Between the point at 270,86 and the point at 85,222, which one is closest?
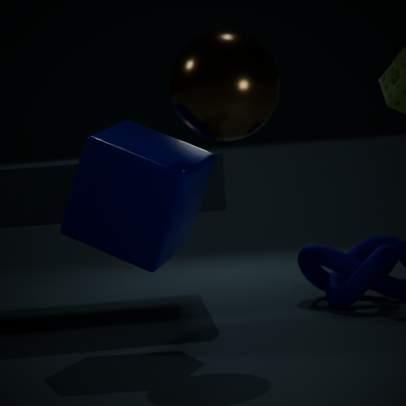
the point at 270,86
